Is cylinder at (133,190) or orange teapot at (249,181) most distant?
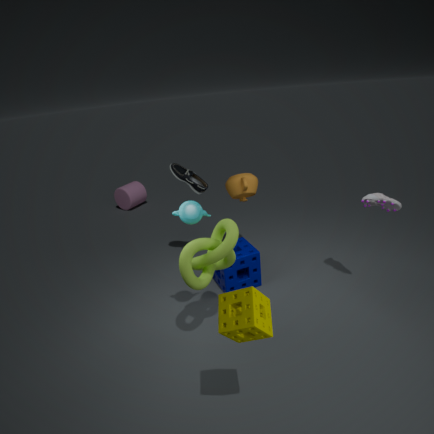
cylinder at (133,190)
